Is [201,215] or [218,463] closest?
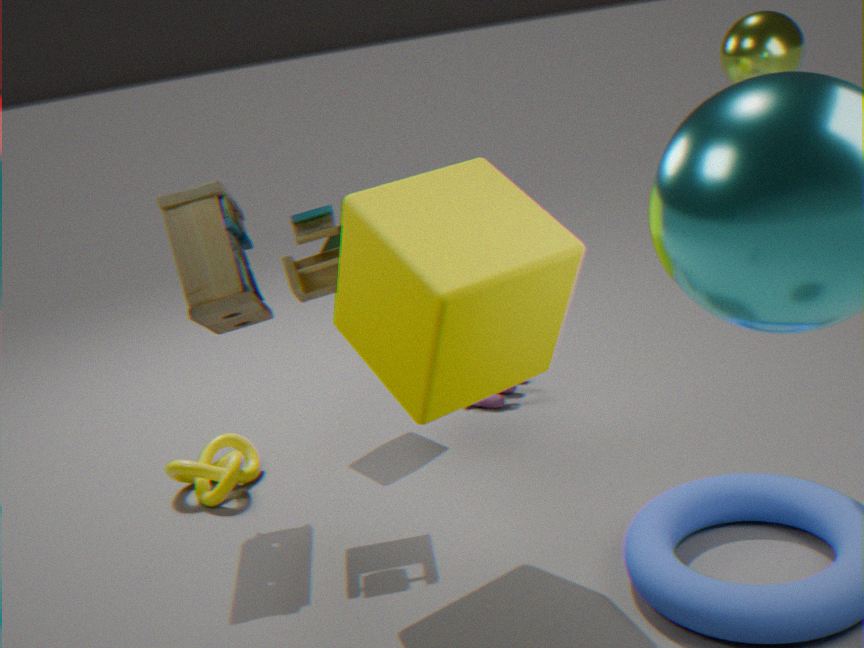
[201,215]
